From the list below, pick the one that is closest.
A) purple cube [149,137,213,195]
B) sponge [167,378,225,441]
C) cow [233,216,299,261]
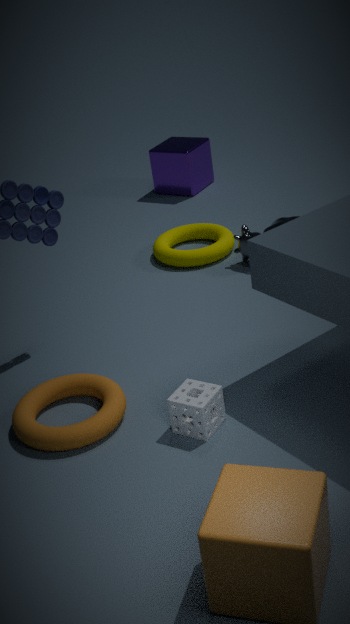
sponge [167,378,225,441]
